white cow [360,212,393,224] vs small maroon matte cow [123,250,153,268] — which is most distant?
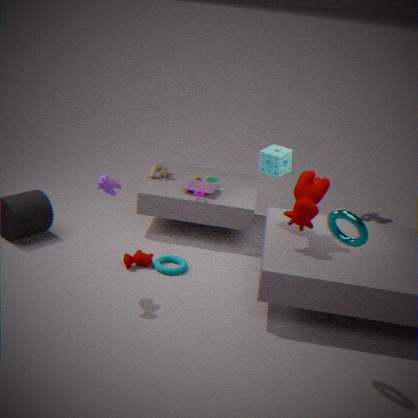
white cow [360,212,393,224]
